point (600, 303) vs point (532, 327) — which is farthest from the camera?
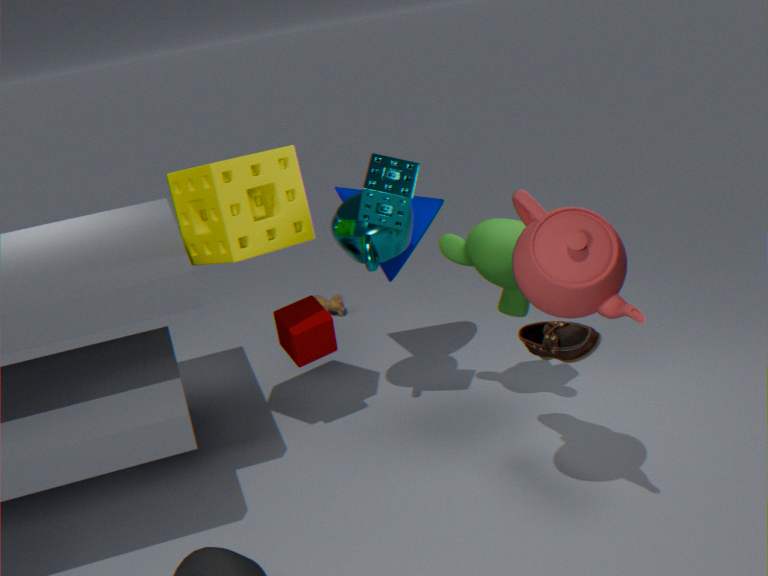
point (532, 327)
